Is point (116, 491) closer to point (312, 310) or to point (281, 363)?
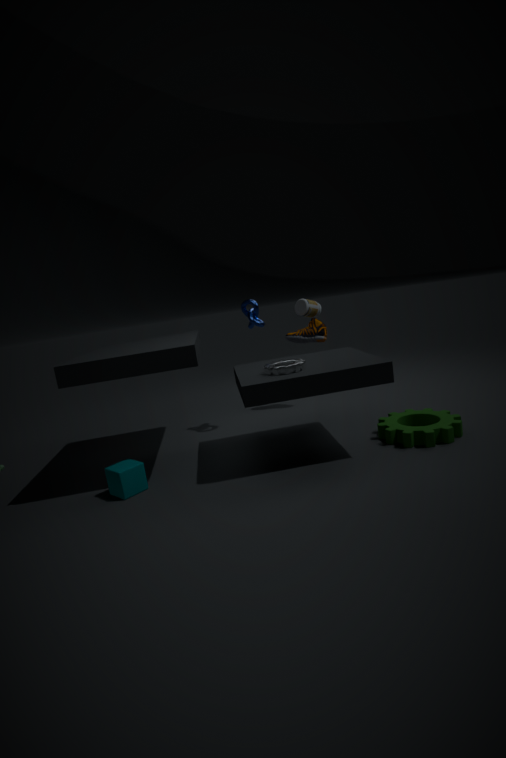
point (281, 363)
